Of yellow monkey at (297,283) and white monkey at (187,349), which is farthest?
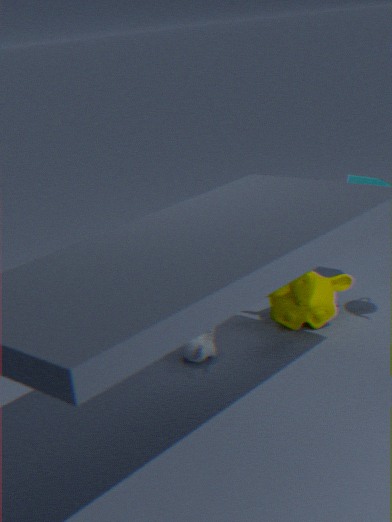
A: yellow monkey at (297,283)
